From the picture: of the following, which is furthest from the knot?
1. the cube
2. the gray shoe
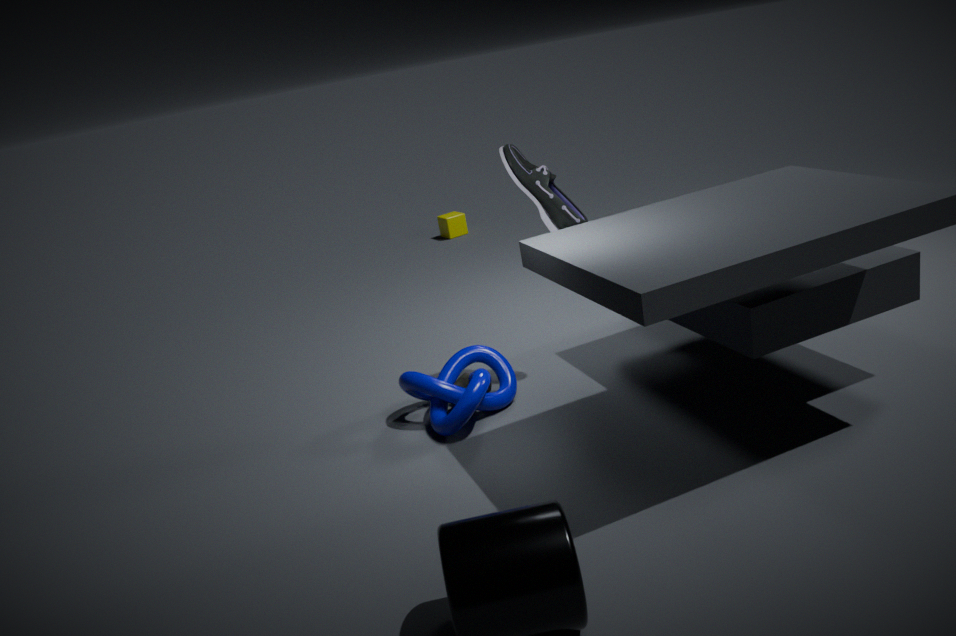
the cube
